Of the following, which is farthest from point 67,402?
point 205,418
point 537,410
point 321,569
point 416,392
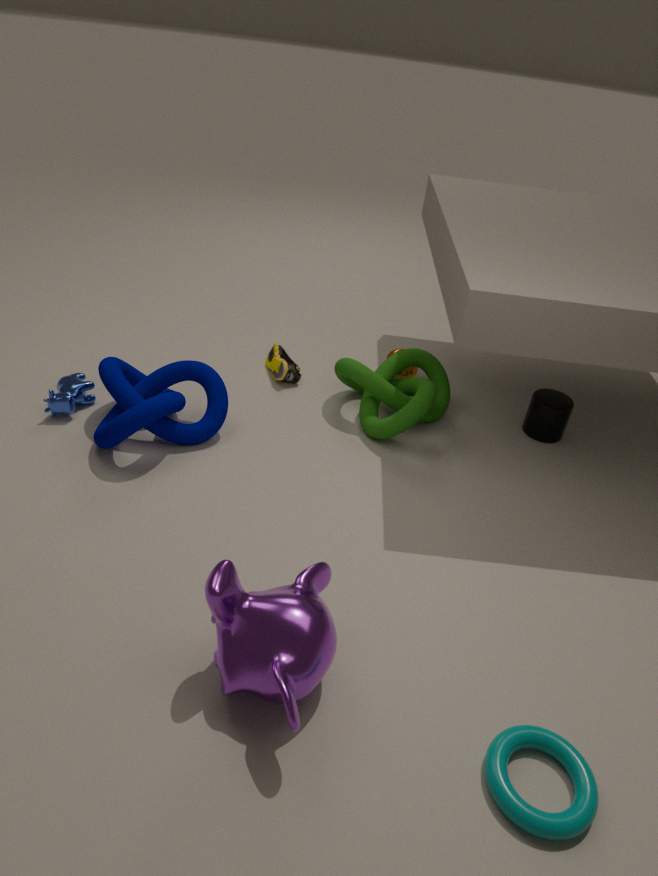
point 537,410
